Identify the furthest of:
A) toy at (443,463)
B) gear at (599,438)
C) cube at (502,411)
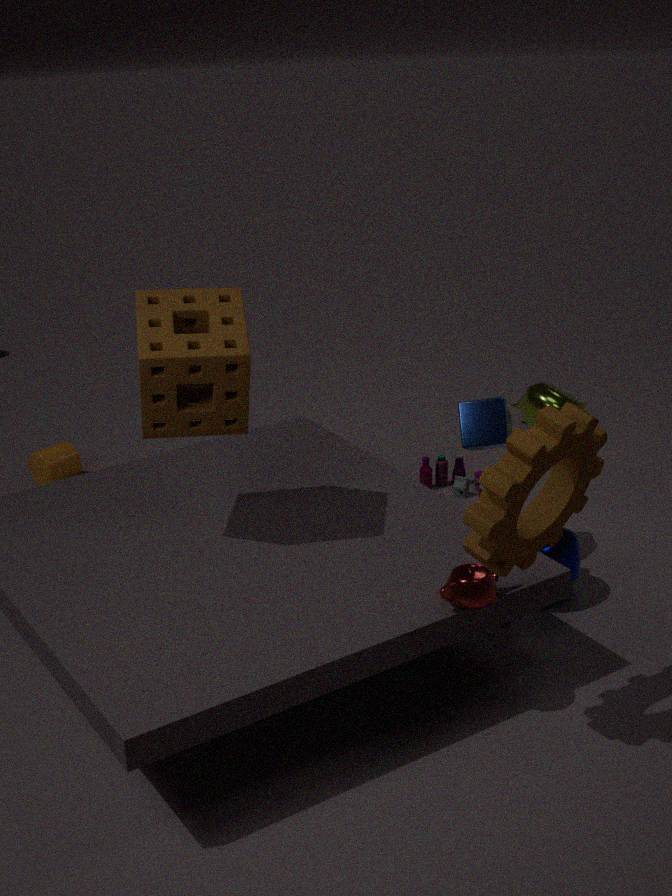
A. toy at (443,463)
